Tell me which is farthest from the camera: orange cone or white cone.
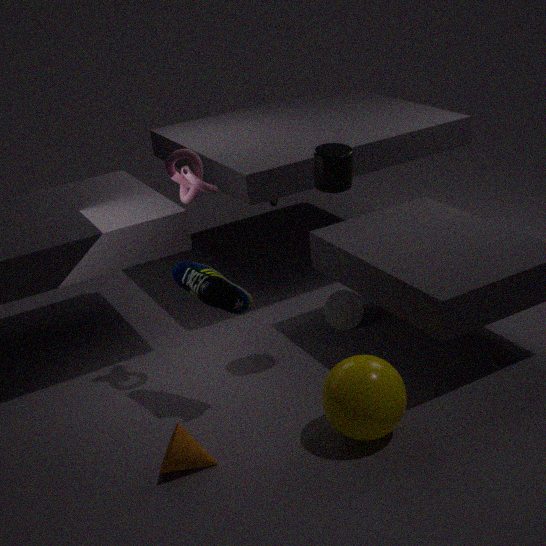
white cone
